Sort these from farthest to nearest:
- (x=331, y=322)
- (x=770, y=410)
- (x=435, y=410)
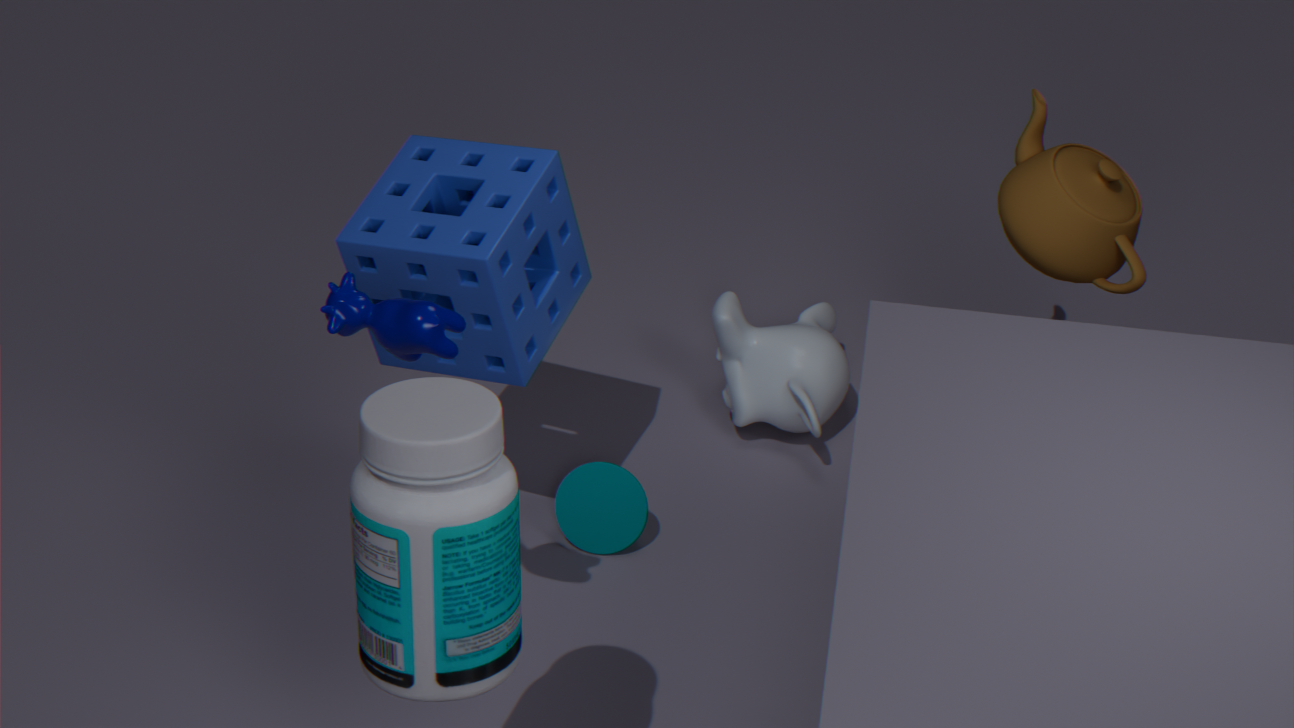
(x=770, y=410) < (x=331, y=322) < (x=435, y=410)
